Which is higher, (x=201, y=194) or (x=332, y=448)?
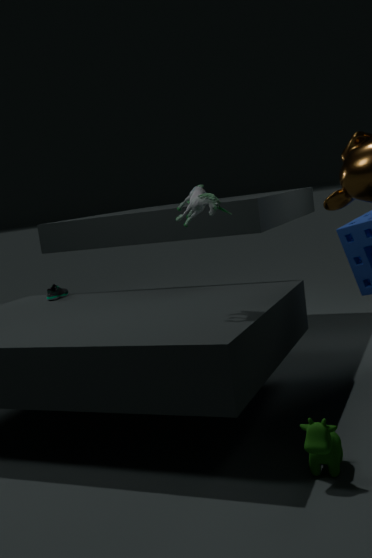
(x=201, y=194)
